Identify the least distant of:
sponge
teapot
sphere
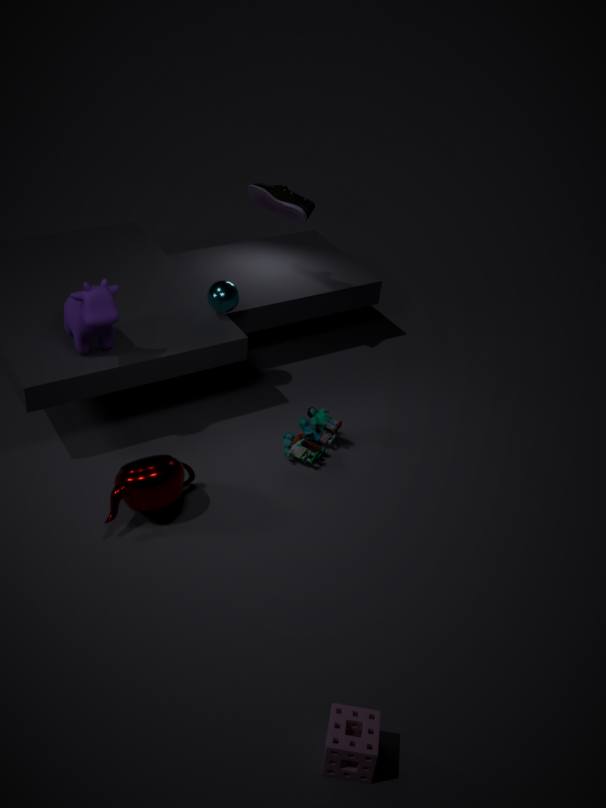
sponge
